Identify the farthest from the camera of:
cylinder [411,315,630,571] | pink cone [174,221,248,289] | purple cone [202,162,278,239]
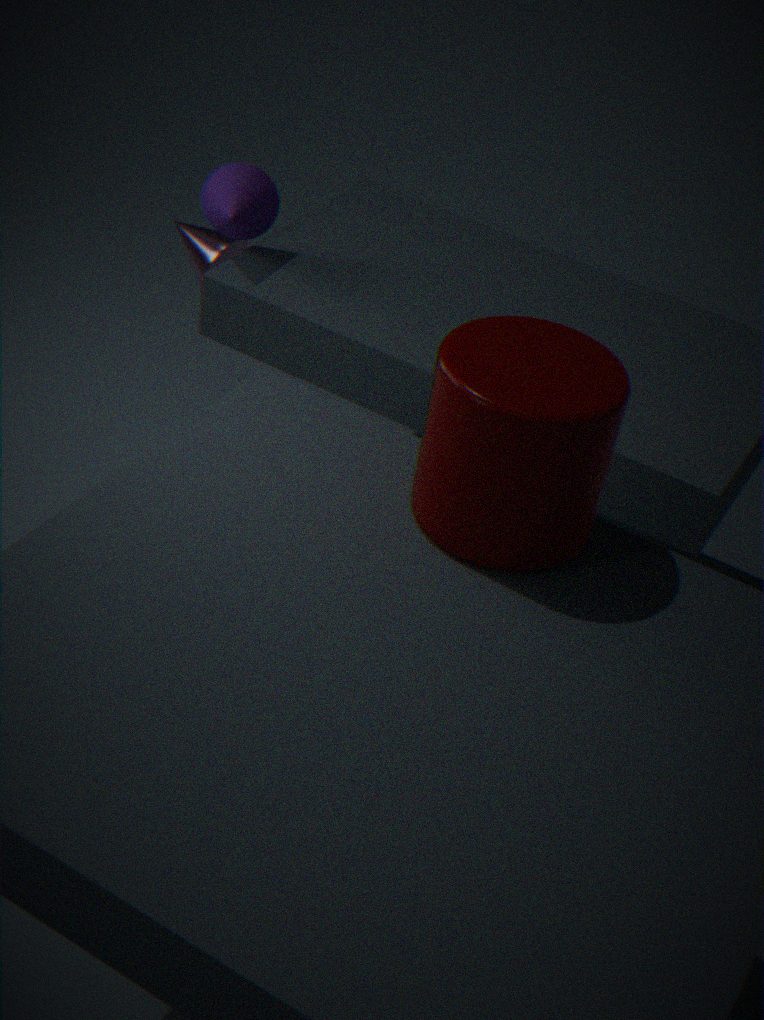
pink cone [174,221,248,289]
